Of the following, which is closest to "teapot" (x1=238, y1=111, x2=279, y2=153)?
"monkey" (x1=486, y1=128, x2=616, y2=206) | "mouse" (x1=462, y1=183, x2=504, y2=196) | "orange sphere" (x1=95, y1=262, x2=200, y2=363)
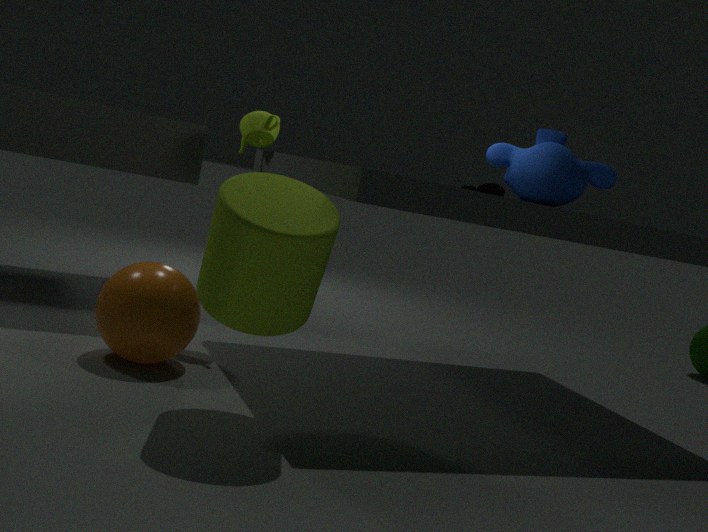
"orange sphere" (x1=95, y1=262, x2=200, y2=363)
